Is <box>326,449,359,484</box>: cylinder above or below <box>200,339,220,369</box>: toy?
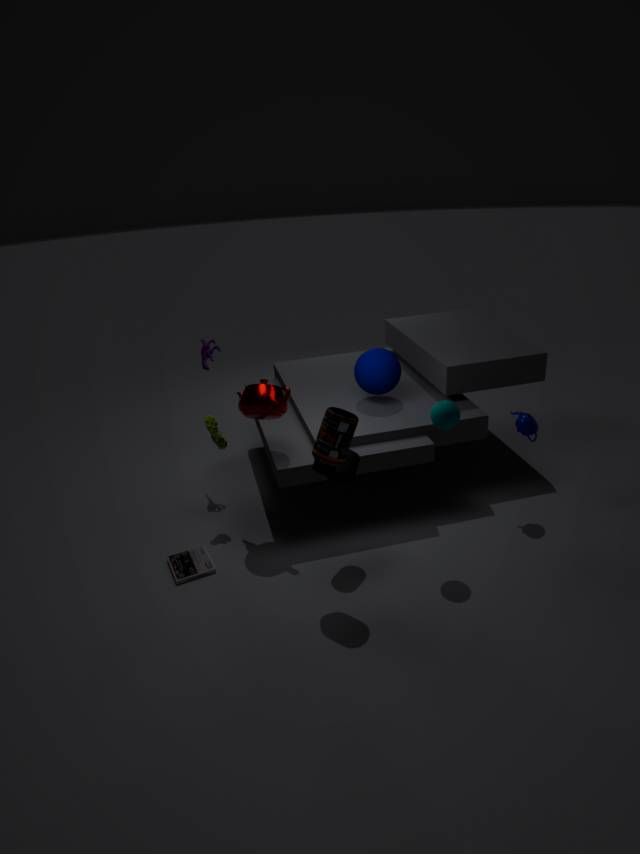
below
